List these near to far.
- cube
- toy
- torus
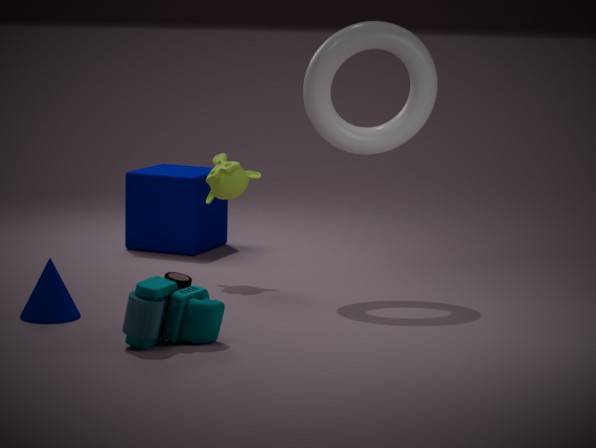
toy → torus → cube
